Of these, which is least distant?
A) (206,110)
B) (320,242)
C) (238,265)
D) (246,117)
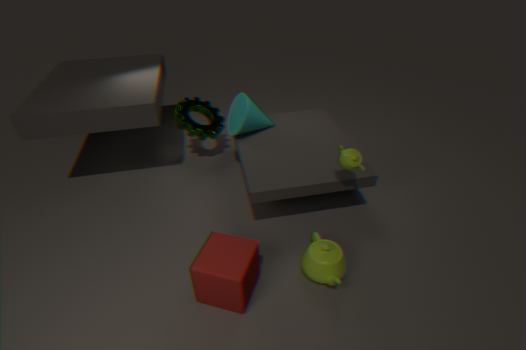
(238,265)
